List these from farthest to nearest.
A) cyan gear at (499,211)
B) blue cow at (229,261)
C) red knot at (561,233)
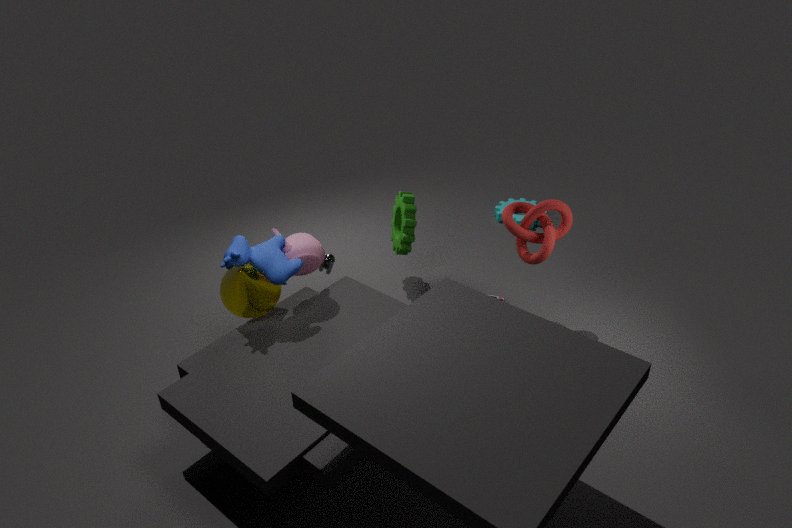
cyan gear at (499,211)
red knot at (561,233)
blue cow at (229,261)
